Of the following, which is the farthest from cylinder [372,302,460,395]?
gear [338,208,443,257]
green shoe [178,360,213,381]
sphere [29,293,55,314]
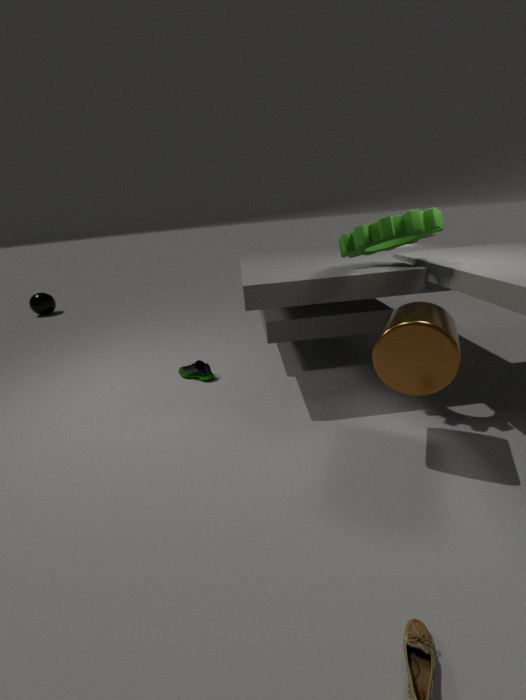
sphere [29,293,55,314]
